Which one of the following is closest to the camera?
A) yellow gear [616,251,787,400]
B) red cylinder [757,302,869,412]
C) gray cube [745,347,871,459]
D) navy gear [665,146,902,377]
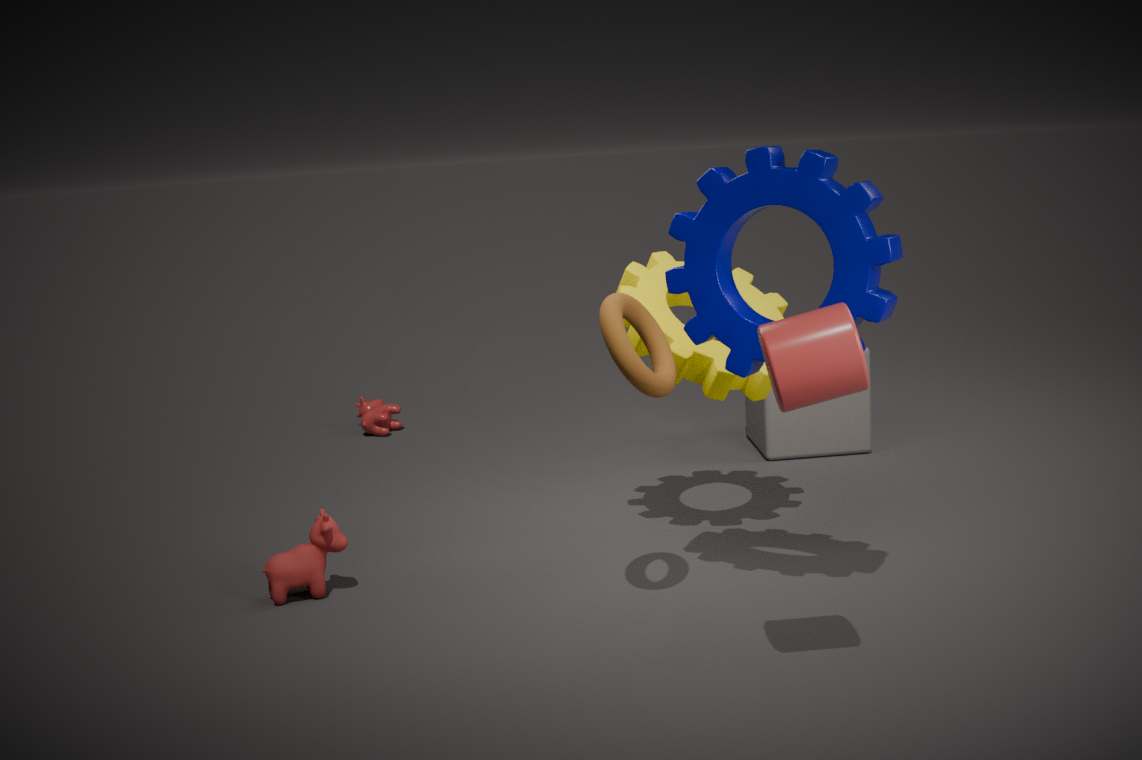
red cylinder [757,302,869,412]
